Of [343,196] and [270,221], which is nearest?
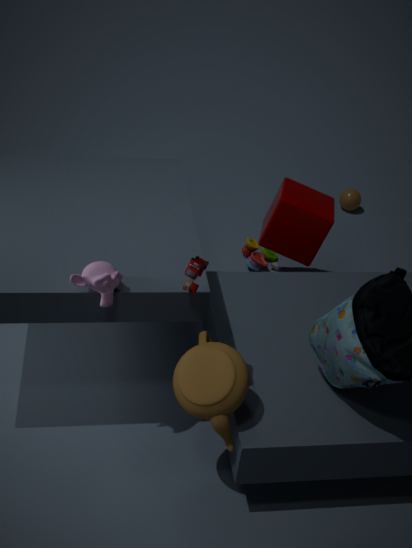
[270,221]
